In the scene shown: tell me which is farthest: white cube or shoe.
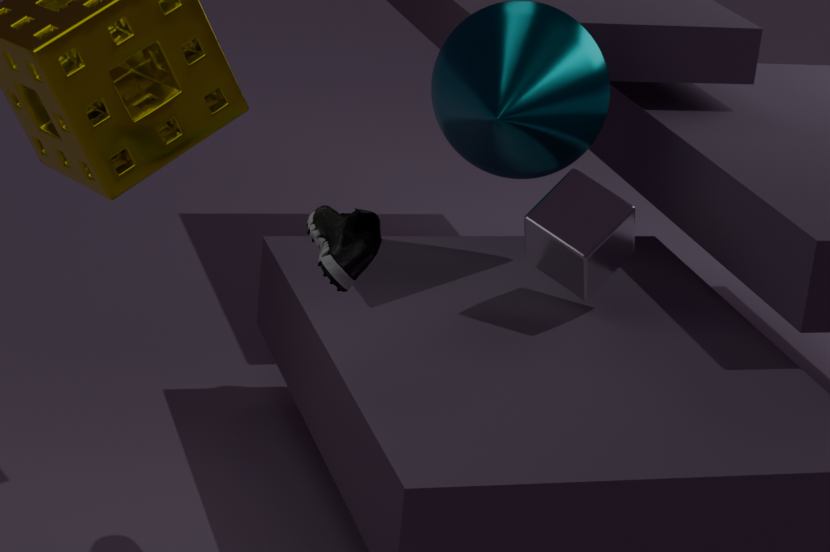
white cube
